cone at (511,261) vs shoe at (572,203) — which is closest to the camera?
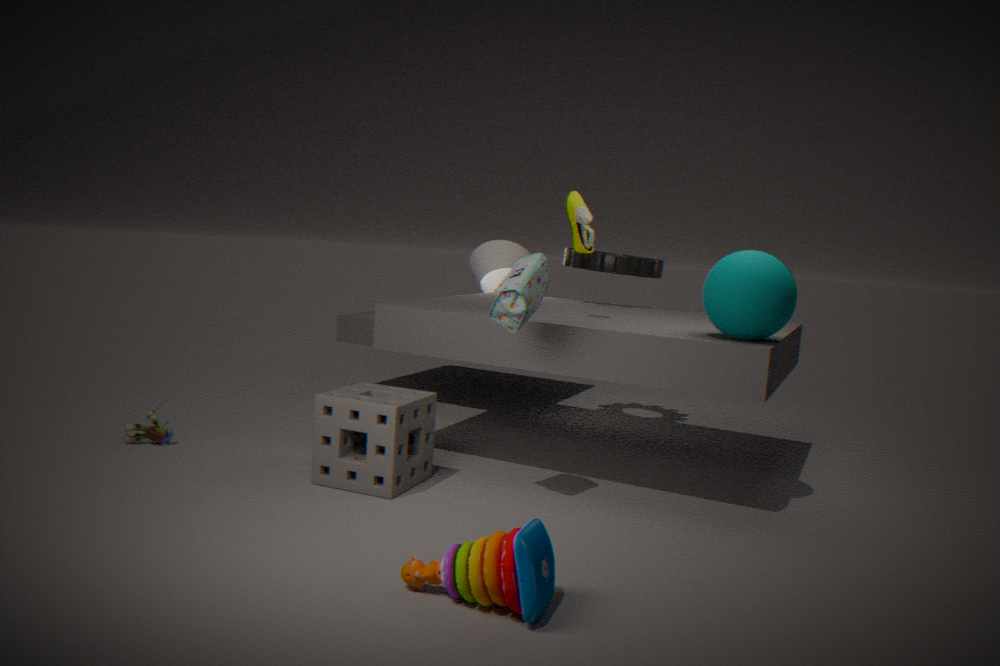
shoe at (572,203)
